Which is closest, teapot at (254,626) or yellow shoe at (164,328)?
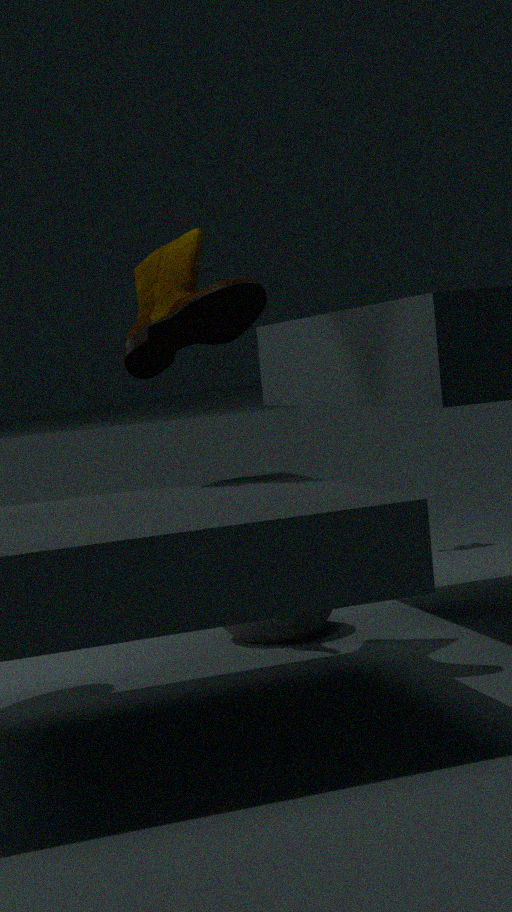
yellow shoe at (164,328)
